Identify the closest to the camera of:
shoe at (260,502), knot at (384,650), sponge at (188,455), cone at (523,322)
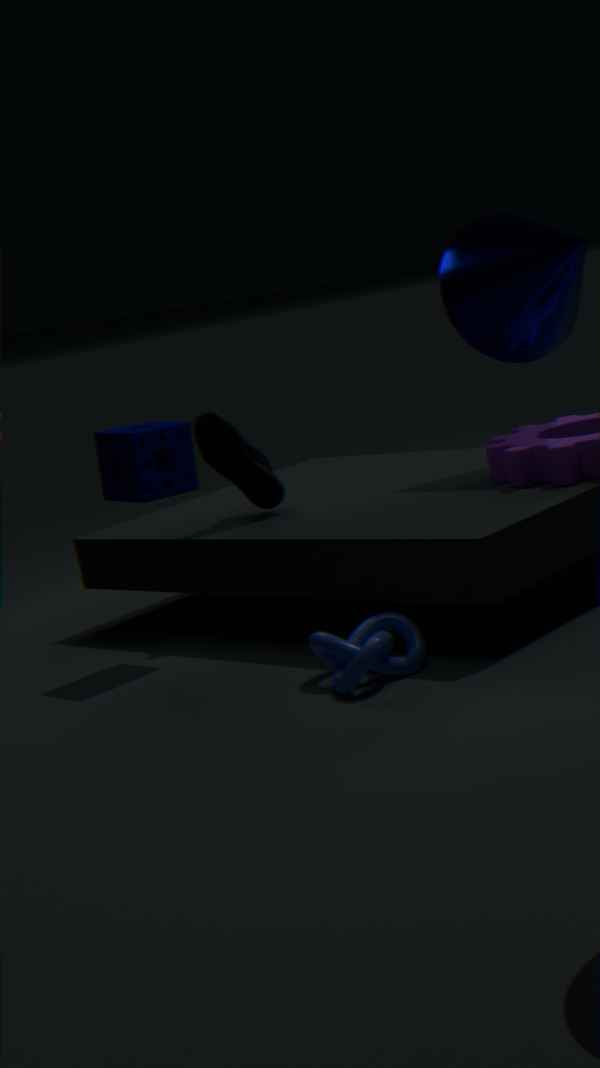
knot at (384,650)
